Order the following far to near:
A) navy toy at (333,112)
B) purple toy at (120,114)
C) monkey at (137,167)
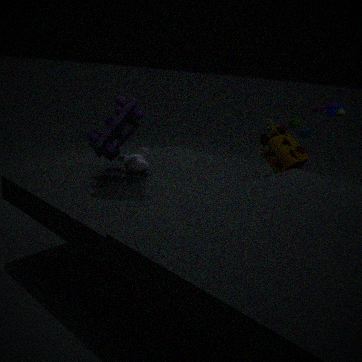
1. navy toy at (333,112)
2. monkey at (137,167)
3. purple toy at (120,114)
